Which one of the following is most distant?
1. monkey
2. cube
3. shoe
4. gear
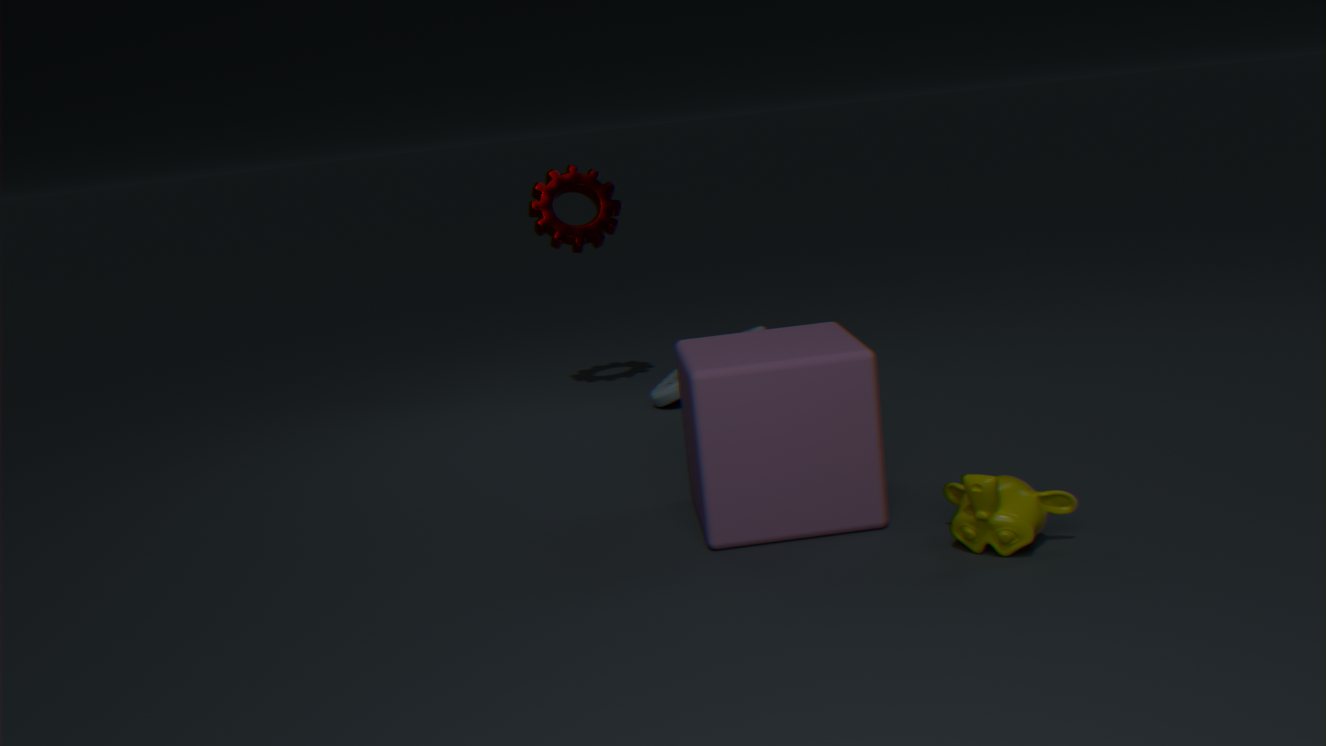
gear
